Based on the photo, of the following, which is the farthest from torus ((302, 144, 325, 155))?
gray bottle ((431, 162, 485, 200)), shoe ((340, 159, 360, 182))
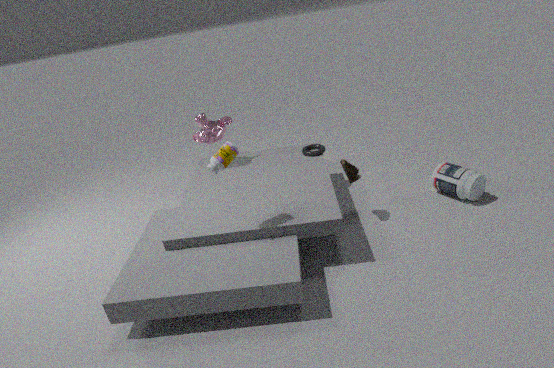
gray bottle ((431, 162, 485, 200))
